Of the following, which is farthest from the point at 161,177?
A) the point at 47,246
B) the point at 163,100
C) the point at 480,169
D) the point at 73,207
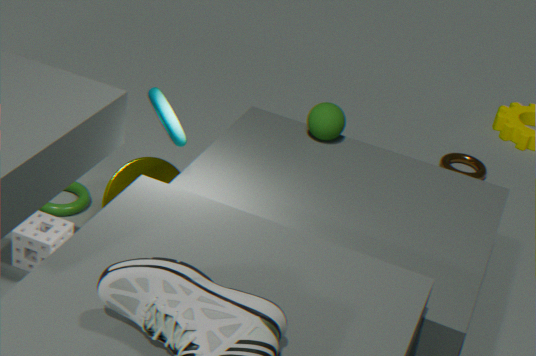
the point at 480,169
